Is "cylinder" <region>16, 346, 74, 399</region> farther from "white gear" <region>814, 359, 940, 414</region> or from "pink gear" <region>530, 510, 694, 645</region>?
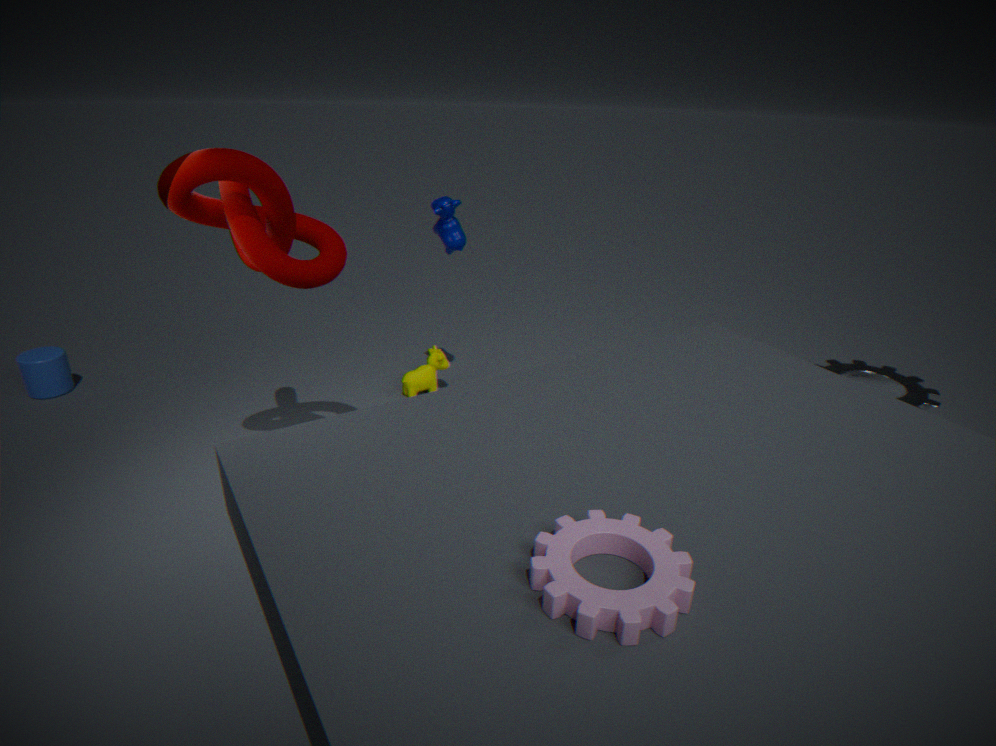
"white gear" <region>814, 359, 940, 414</region>
